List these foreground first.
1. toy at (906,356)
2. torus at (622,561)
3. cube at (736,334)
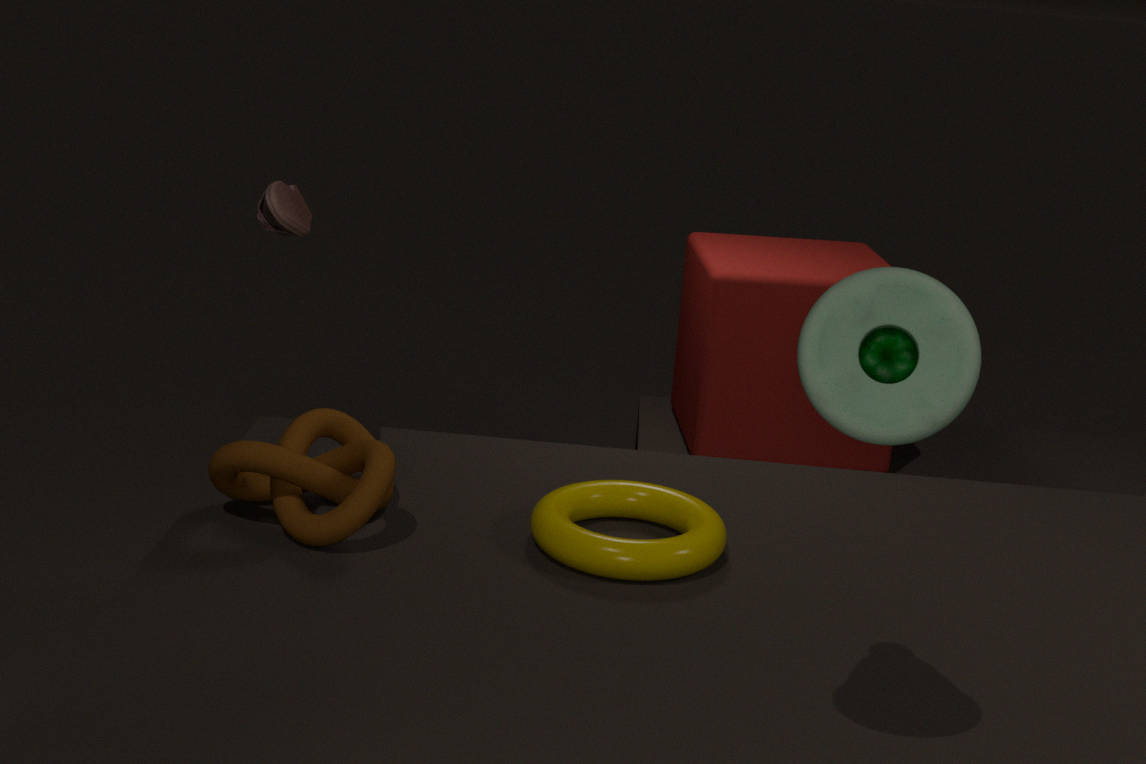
toy at (906,356) → torus at (622,561) → cube at (736,334)
